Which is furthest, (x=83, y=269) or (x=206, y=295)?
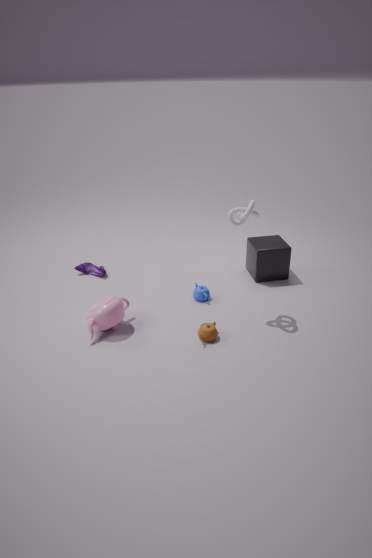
(x=83, y=269)
